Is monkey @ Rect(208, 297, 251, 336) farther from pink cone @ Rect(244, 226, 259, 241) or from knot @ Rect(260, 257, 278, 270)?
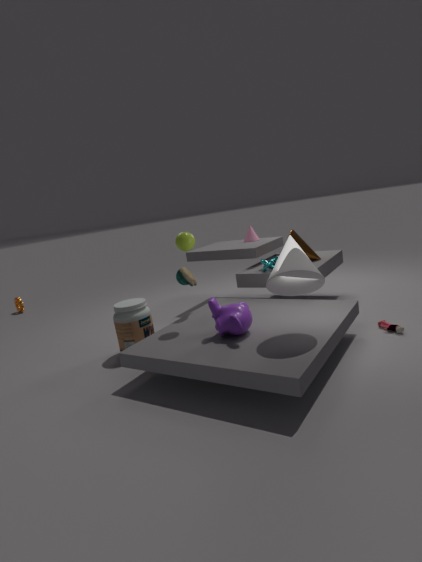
pink cone @ Rect(244, 226, 259, 241)
